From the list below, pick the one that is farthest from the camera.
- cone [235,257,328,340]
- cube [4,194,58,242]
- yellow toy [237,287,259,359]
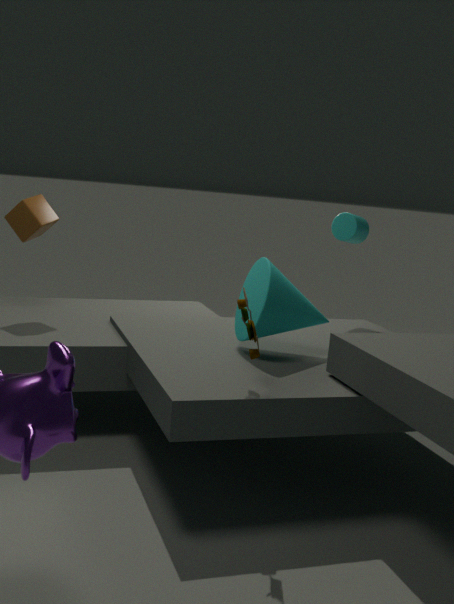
cube [4,194,58,242]
